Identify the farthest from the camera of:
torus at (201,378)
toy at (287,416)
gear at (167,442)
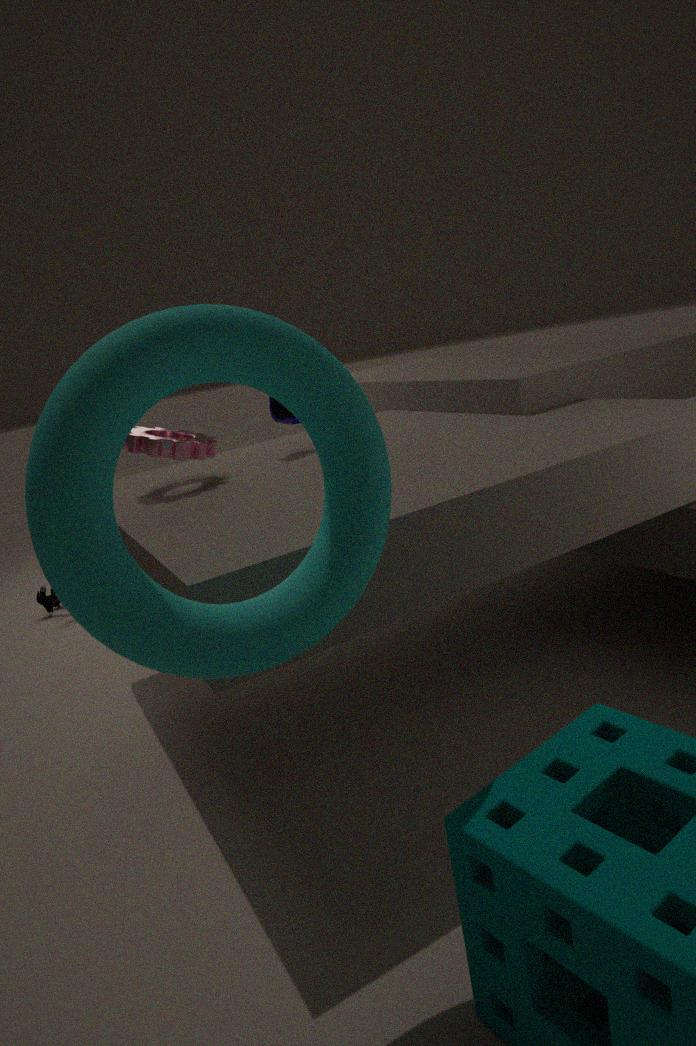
toy at (287,416)
